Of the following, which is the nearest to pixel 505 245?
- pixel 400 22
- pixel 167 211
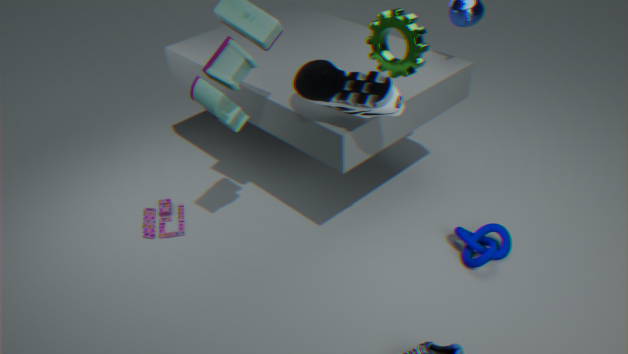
pixel 400 22
